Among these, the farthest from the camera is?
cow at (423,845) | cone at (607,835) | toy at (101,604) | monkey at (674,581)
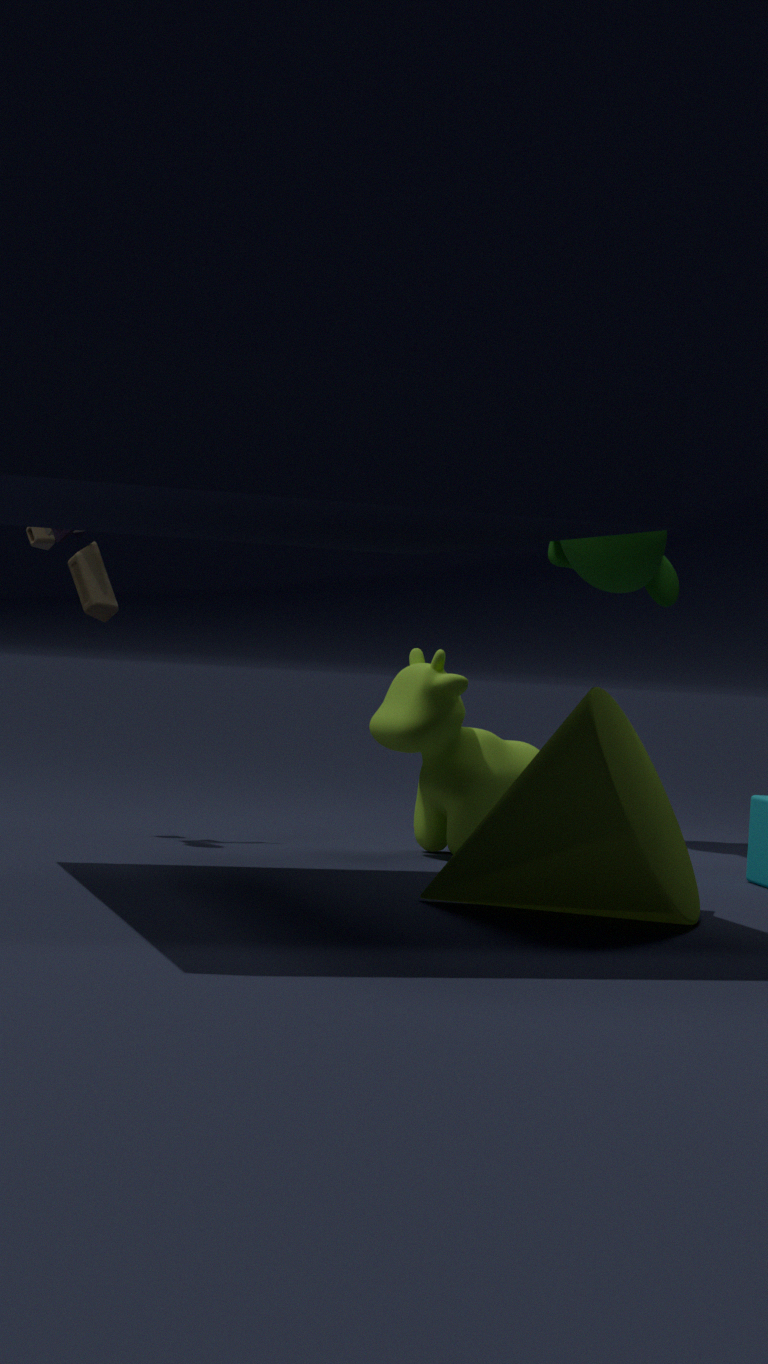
monkey at (674,581)
